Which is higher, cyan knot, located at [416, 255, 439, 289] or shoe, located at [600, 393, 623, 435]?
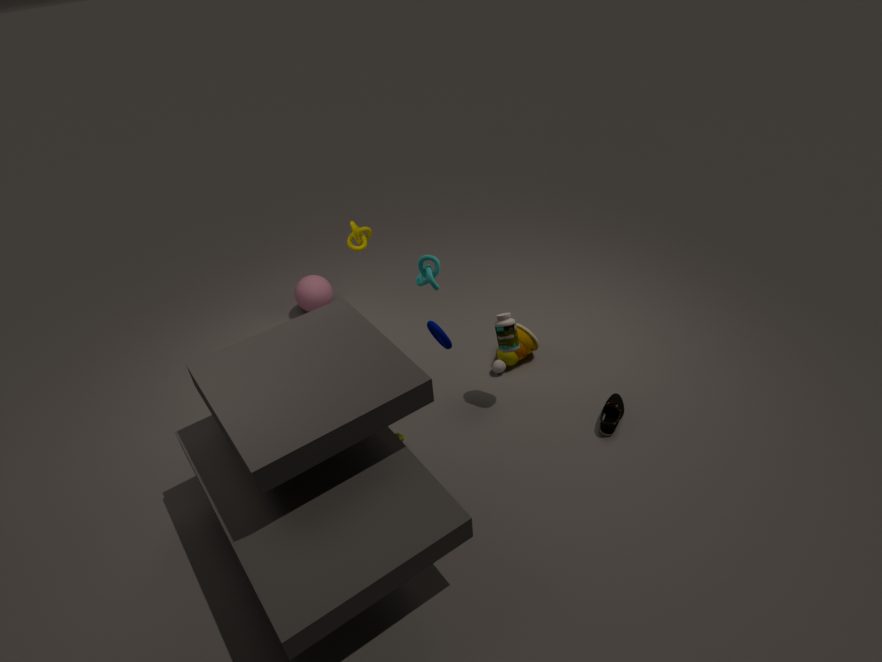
cyan knot, located at [416, 255, 439, 289]
